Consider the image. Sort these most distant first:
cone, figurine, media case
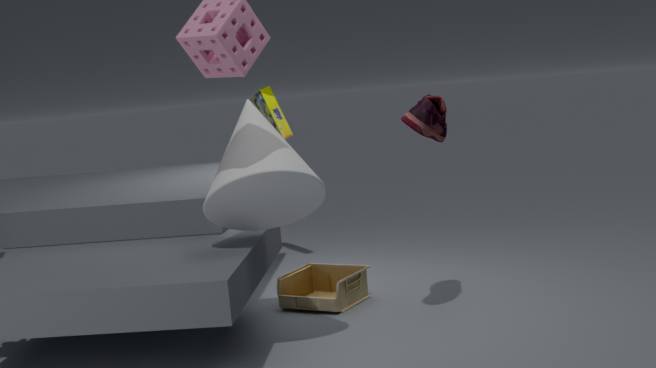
media case
figurine
cone
